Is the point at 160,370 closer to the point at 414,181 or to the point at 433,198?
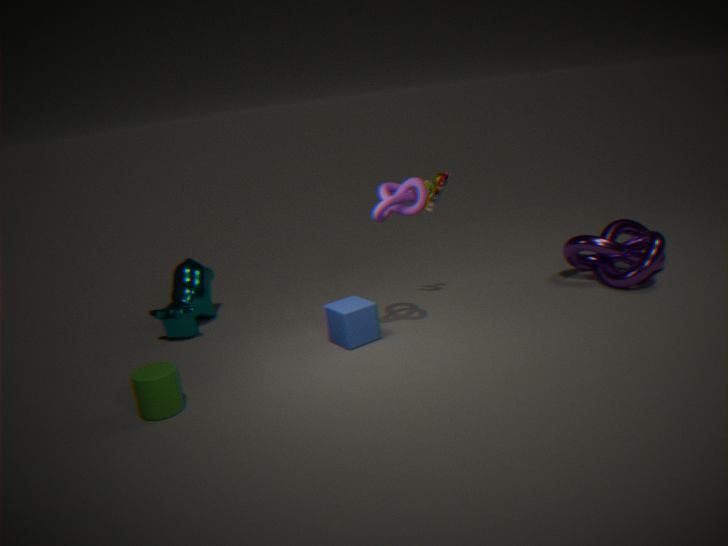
the point at 414,181
